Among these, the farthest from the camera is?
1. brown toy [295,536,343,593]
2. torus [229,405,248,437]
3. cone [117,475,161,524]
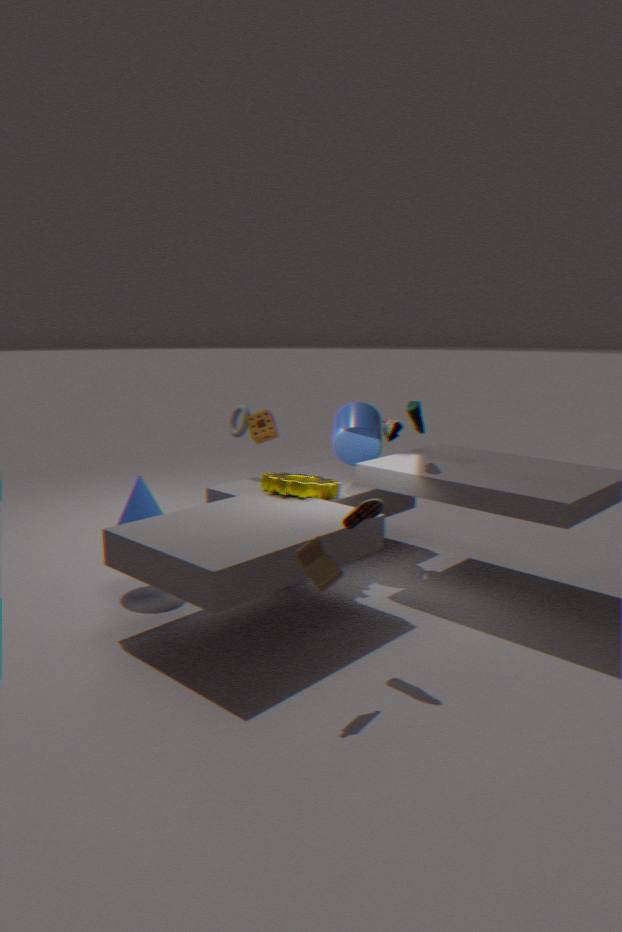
torus [229,405,248,437]
